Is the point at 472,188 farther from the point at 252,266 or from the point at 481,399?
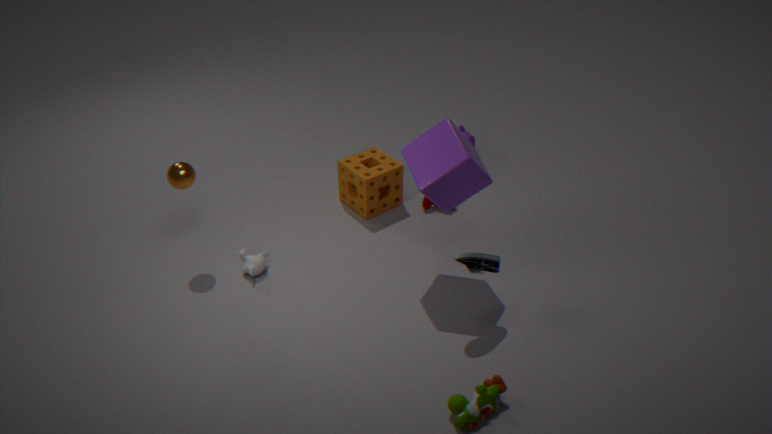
the point at 252,266
